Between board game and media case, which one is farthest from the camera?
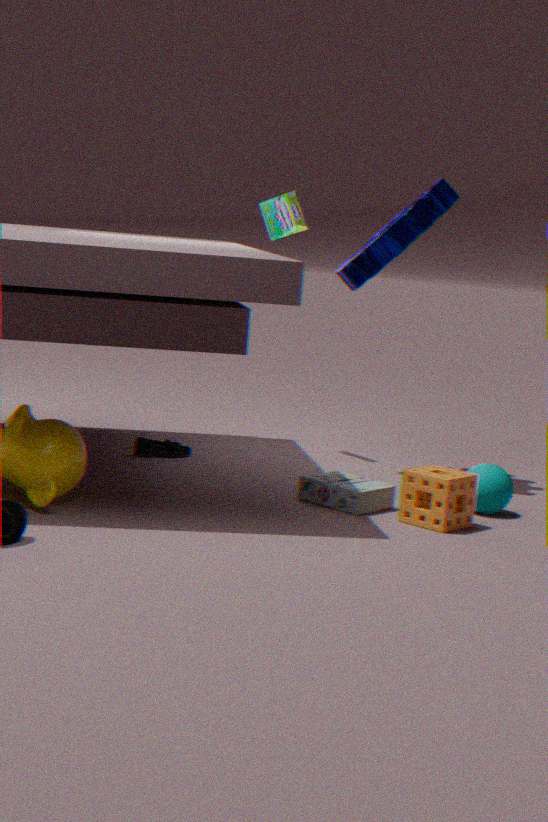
board game
